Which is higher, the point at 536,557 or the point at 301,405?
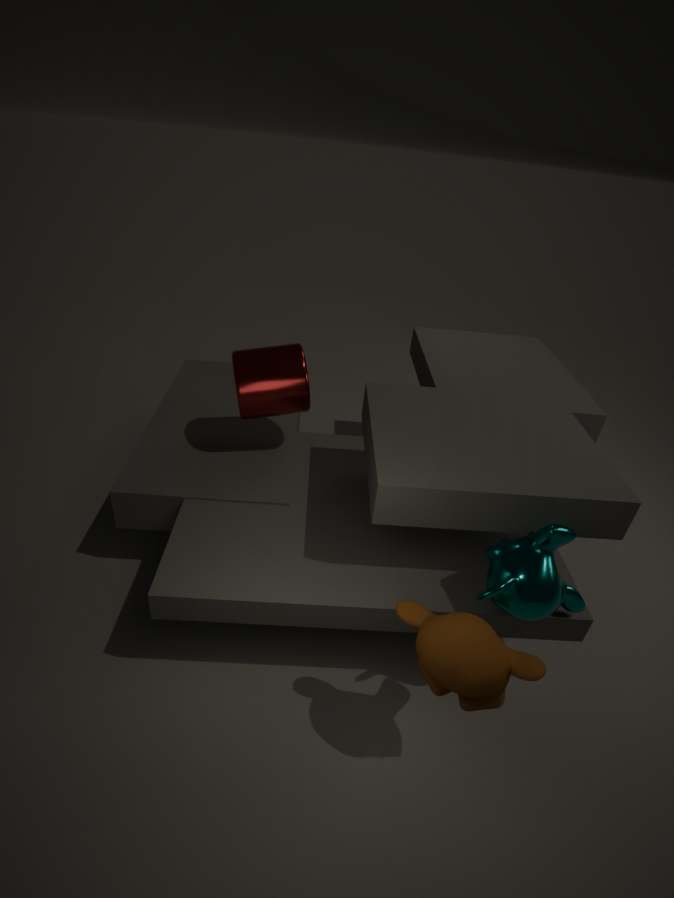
the point at 301,405
